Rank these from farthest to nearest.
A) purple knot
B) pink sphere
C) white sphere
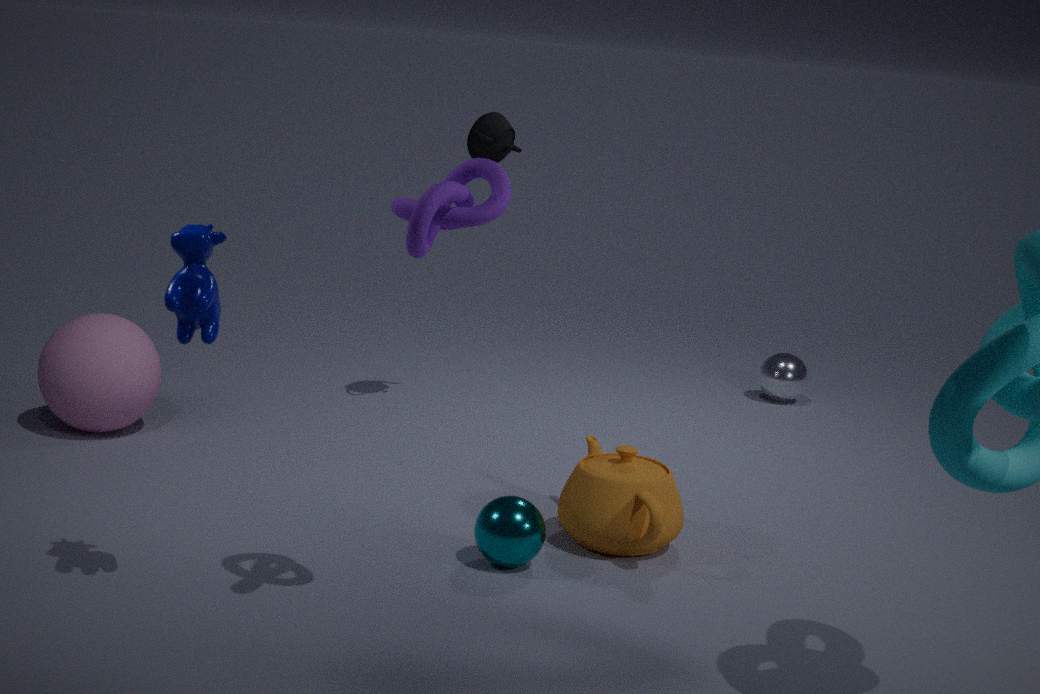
white sphere → pink sphere → purple knot
